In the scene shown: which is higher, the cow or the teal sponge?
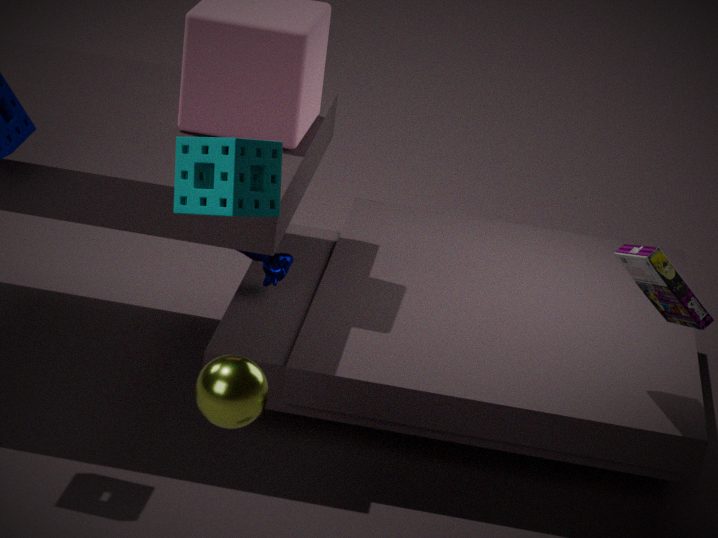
the teal sponge
